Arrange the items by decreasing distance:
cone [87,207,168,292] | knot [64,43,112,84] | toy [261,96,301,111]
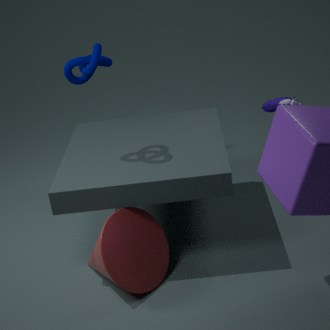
knot [64,43,112,84], cone [87,207,168,292], toy [261,96,301,111]
